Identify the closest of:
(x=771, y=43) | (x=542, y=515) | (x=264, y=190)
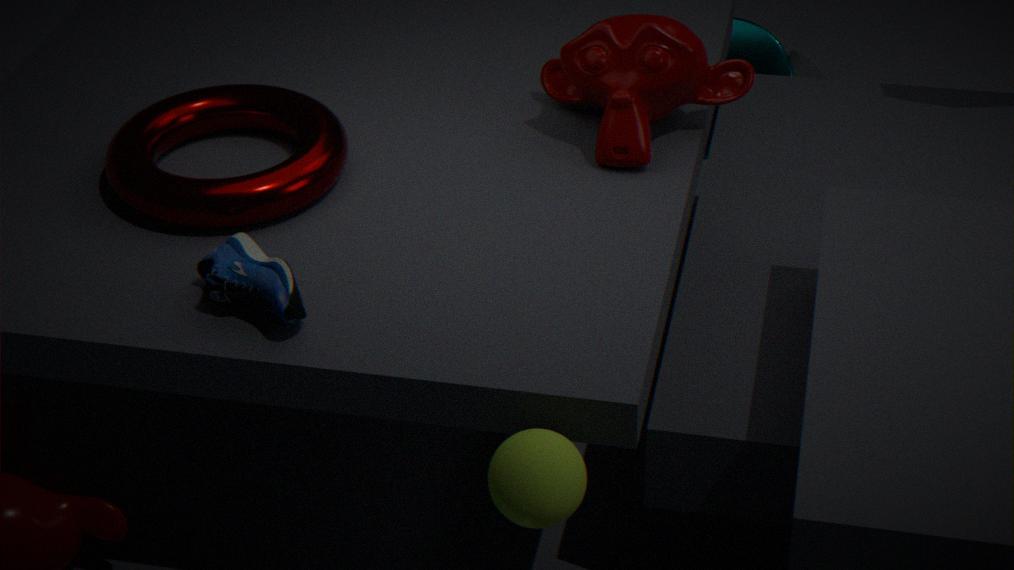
(x=542, y=515)
